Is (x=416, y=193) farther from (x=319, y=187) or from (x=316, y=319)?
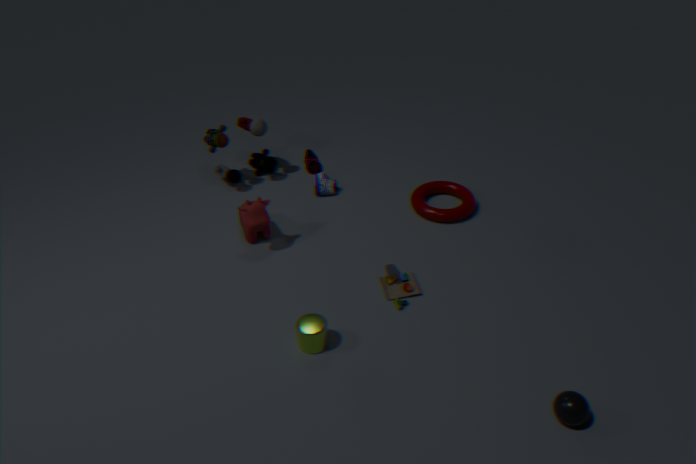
(x=316, y=319)
